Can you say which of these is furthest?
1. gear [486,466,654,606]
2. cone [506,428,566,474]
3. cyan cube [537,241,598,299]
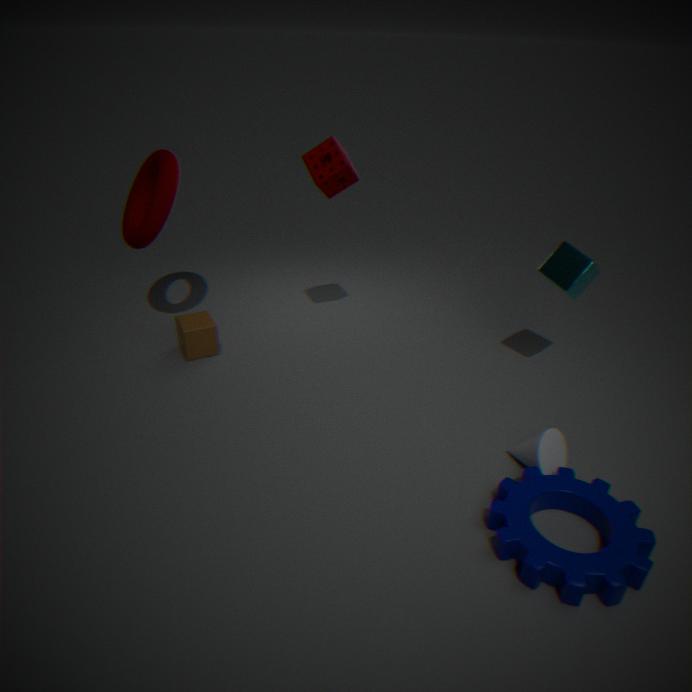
cyan cube [537,241,598,299]
